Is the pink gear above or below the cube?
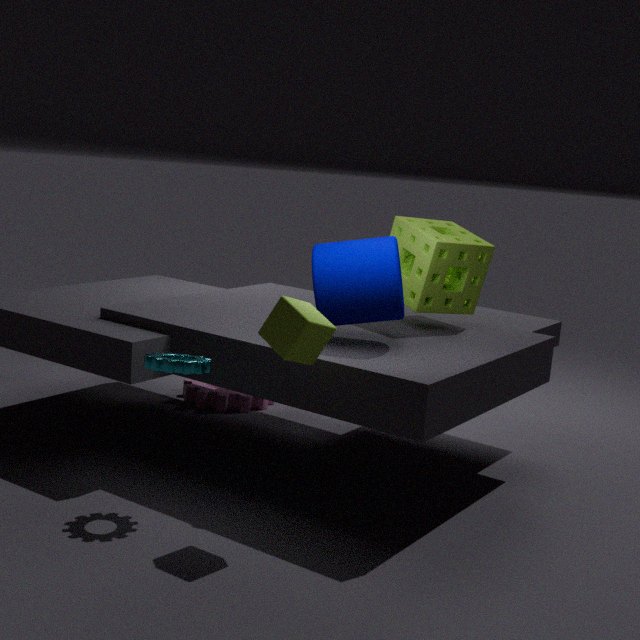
below
